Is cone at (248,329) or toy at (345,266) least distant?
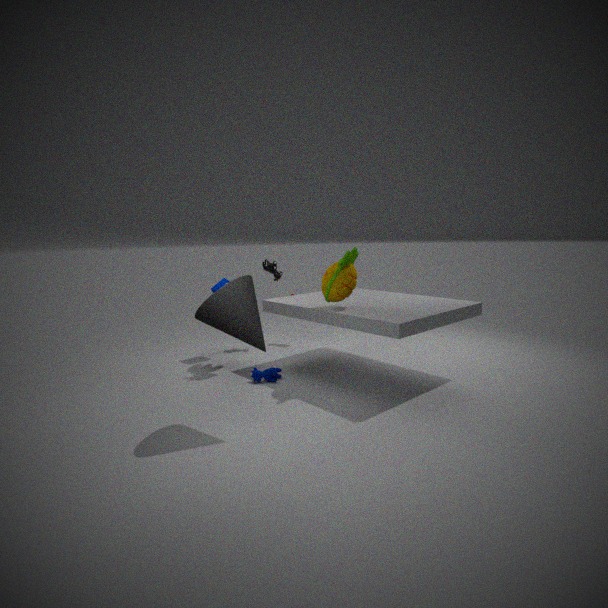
cone at (248,329)
